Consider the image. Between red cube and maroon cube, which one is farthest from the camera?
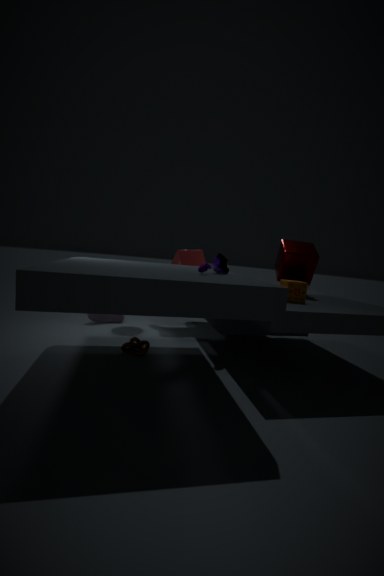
red cube
